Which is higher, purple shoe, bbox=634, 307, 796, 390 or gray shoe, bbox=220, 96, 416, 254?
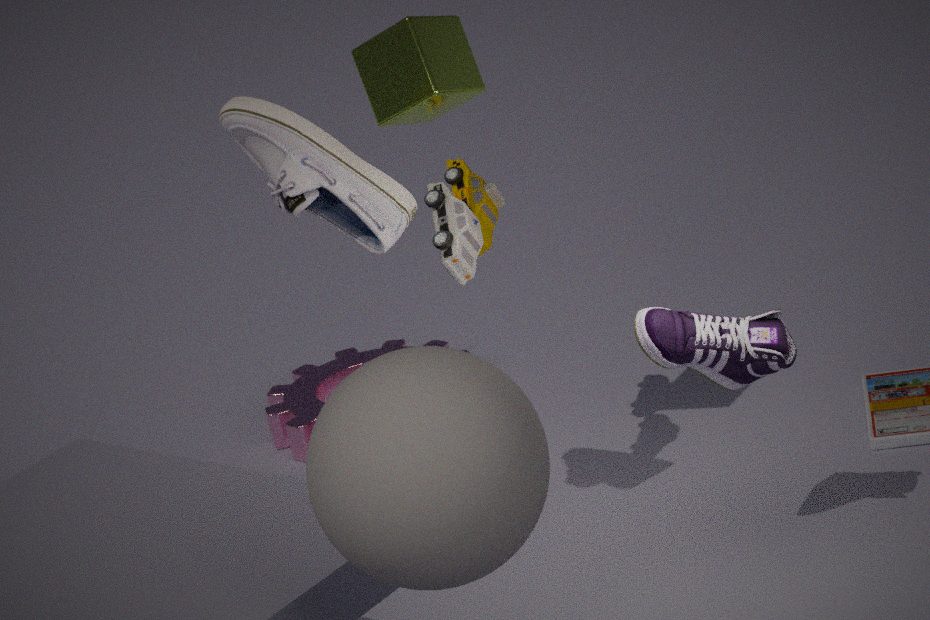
gray shoe, bbox=220, 96, 416, 254
